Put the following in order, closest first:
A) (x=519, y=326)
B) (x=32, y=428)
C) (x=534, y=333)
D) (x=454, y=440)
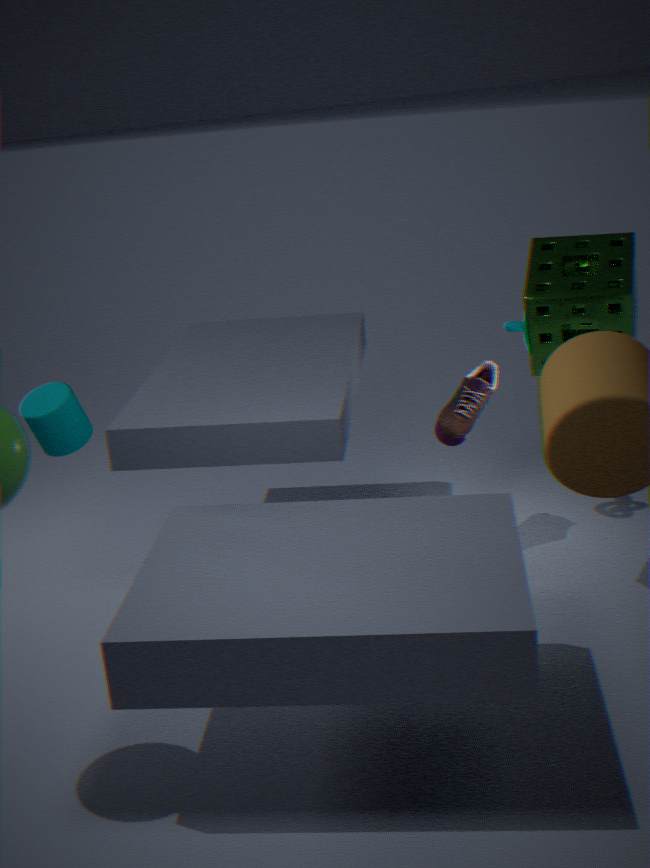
1. (x=32, y=428)
2. (x=534, y=333)
3. (x=454, y=440)
4. (x=519, y=326)
